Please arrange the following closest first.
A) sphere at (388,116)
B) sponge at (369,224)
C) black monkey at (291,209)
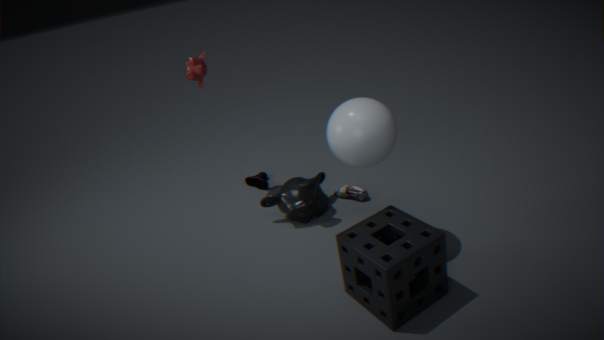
sponge at (369,224), sphere at (388,116), black monkey at (291,209)
